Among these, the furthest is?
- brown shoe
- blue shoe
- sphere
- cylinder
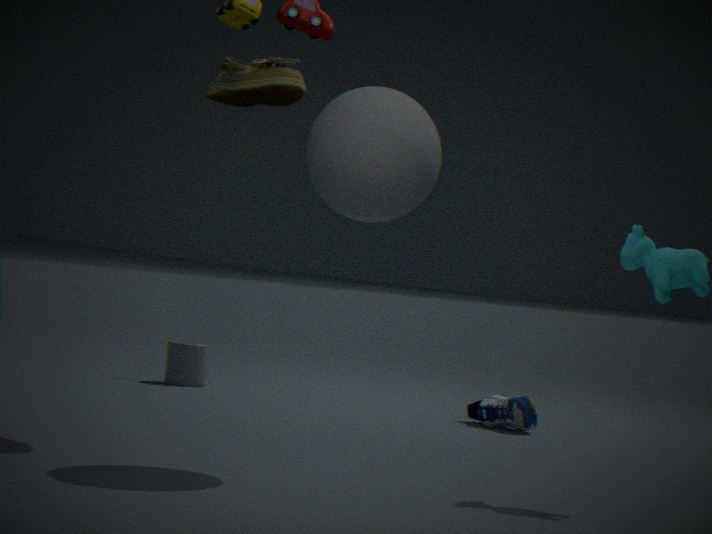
cylinder
